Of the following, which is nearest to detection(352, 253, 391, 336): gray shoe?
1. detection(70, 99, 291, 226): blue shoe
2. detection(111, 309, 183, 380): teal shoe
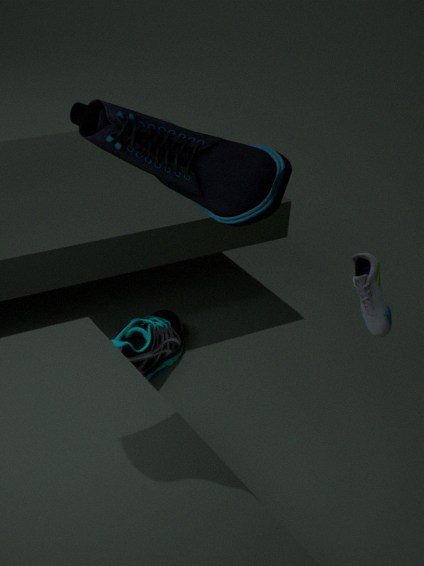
detection(70, 99, 291, 226): blue shoe
